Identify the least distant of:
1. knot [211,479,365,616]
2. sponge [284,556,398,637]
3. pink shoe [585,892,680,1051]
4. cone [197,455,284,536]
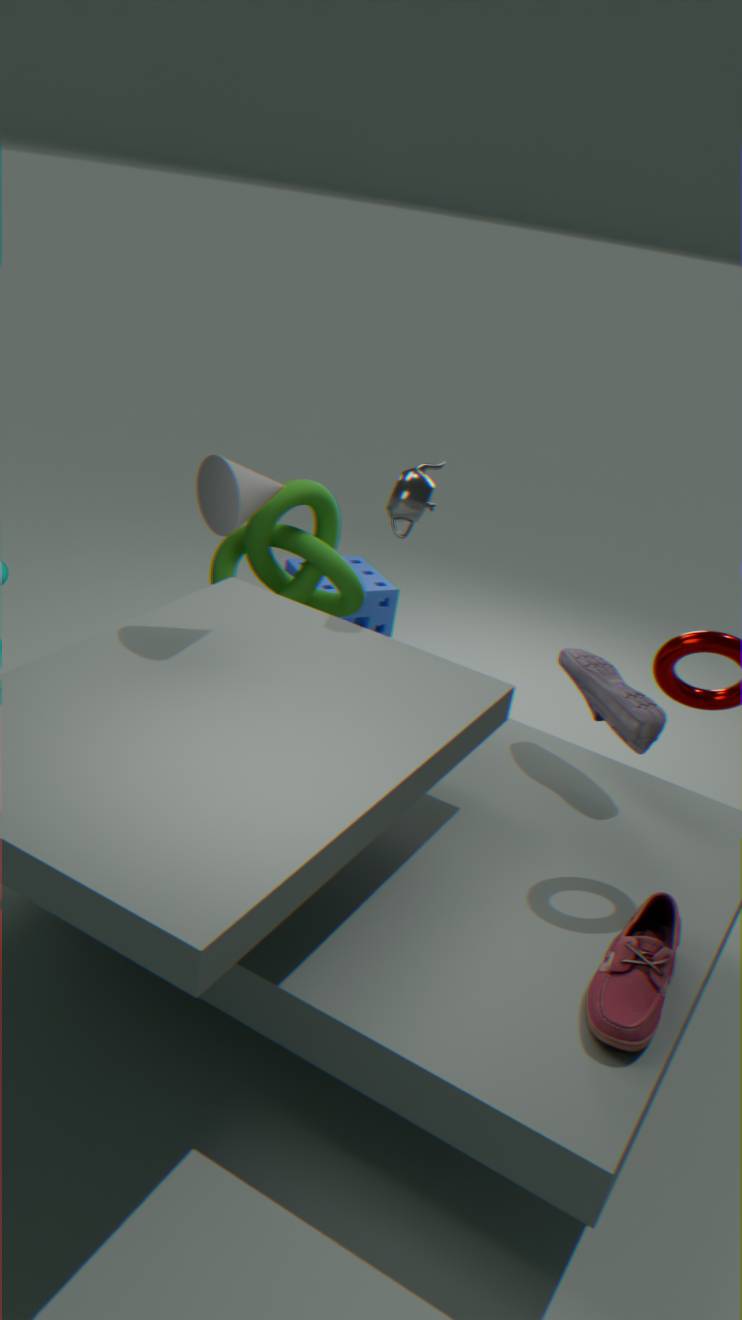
pink shoe [585,892,680,1051]
